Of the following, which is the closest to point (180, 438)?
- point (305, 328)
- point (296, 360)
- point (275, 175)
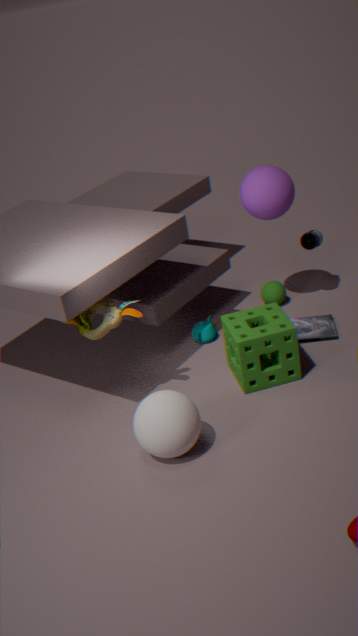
point (296, 360)
